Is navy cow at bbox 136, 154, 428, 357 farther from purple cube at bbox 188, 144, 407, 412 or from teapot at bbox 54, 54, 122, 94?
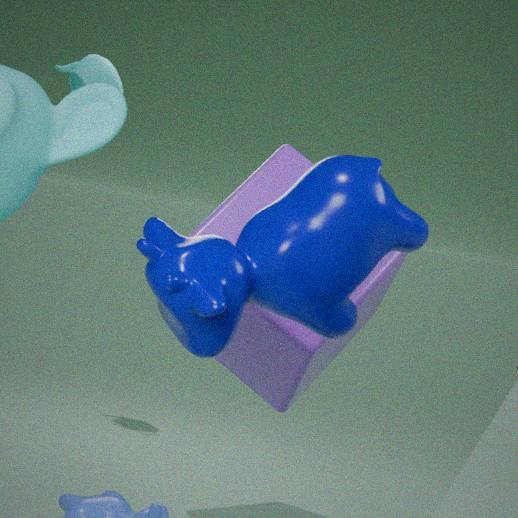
teapot at bbox 54, 54, 122, 94
